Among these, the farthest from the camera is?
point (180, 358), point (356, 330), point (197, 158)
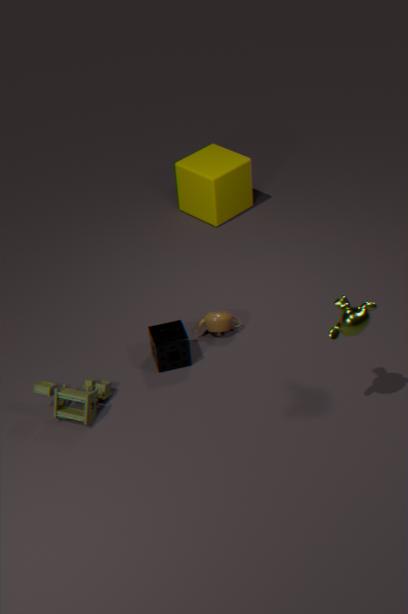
point (197, 158)
